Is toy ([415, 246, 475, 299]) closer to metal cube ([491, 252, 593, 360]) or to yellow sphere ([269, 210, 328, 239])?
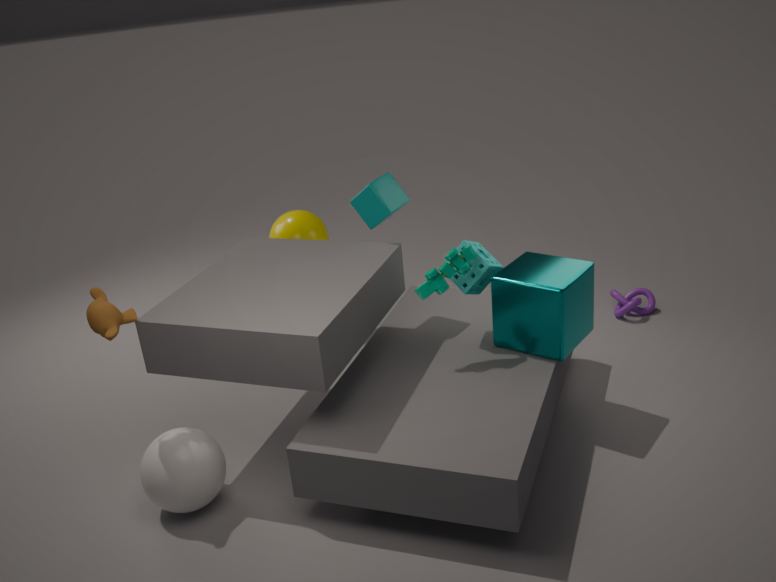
metal cube ([491, 252, 593, 360])
